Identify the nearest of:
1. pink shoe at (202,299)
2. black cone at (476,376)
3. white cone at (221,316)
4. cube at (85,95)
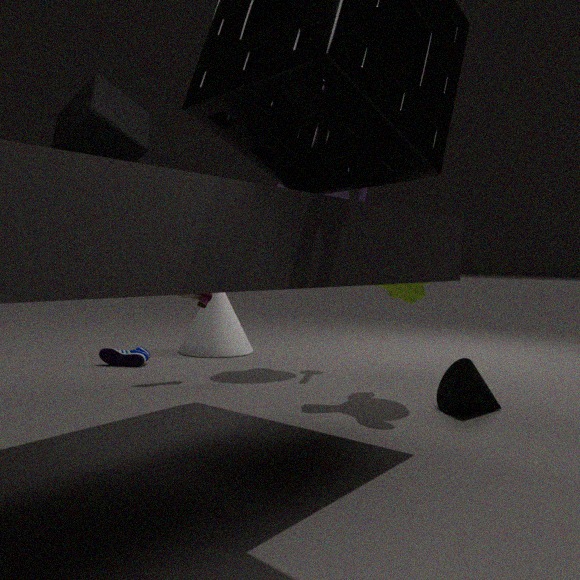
cube at (85,95)
